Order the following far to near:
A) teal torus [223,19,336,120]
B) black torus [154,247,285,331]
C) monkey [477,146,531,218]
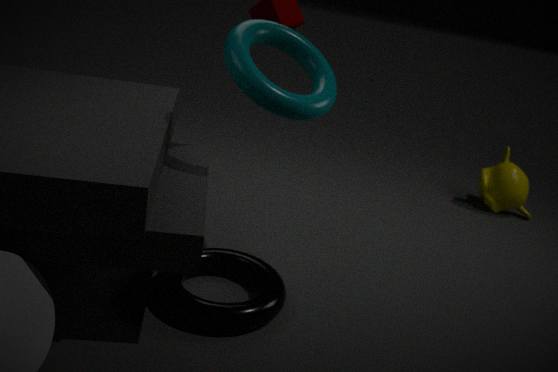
monkey [477,146,531,218], teal torus [223,19,336,120], black torus [154,247,285,331]
